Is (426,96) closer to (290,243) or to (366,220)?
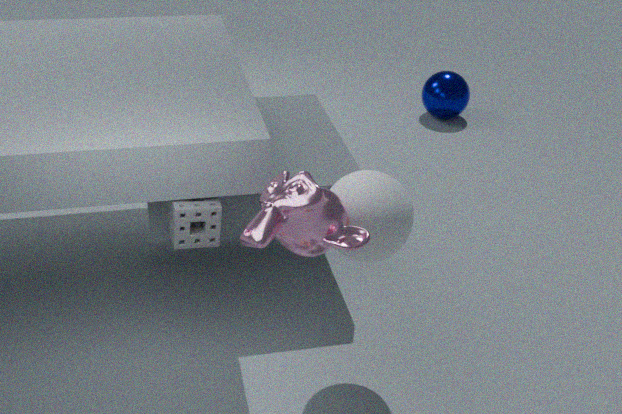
(366,220)
